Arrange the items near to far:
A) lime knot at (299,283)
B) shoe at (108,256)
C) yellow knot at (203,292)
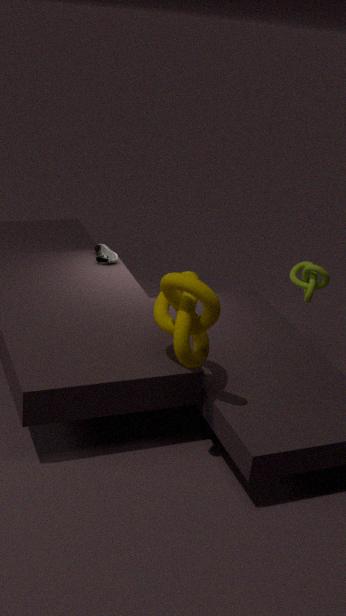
yellow knot at (203,292) < lime knot at (299,283) < shoe at (108,256)
